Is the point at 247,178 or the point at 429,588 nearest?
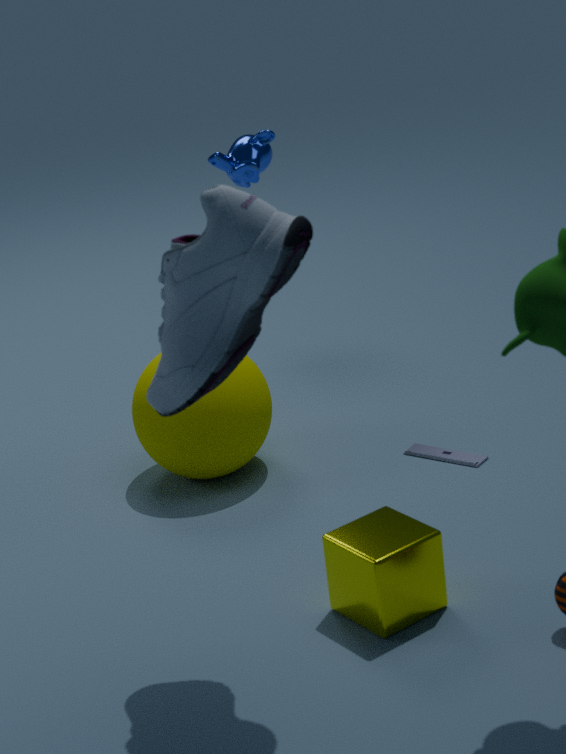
the point at 429,588
